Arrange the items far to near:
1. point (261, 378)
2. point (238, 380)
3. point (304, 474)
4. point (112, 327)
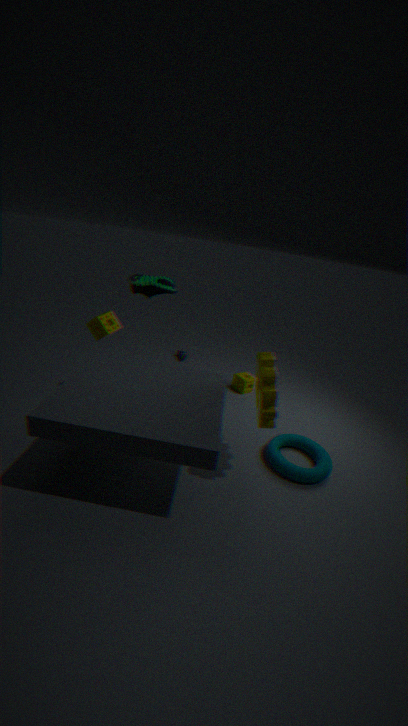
point (238, 380) → point (112, 327) → point (304, 474) → point (261, 378)
